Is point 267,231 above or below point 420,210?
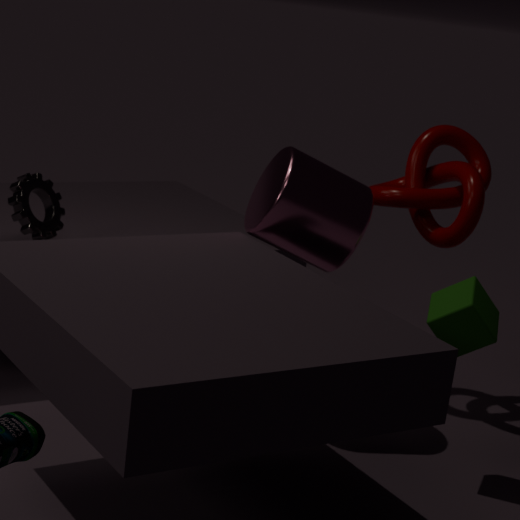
below
